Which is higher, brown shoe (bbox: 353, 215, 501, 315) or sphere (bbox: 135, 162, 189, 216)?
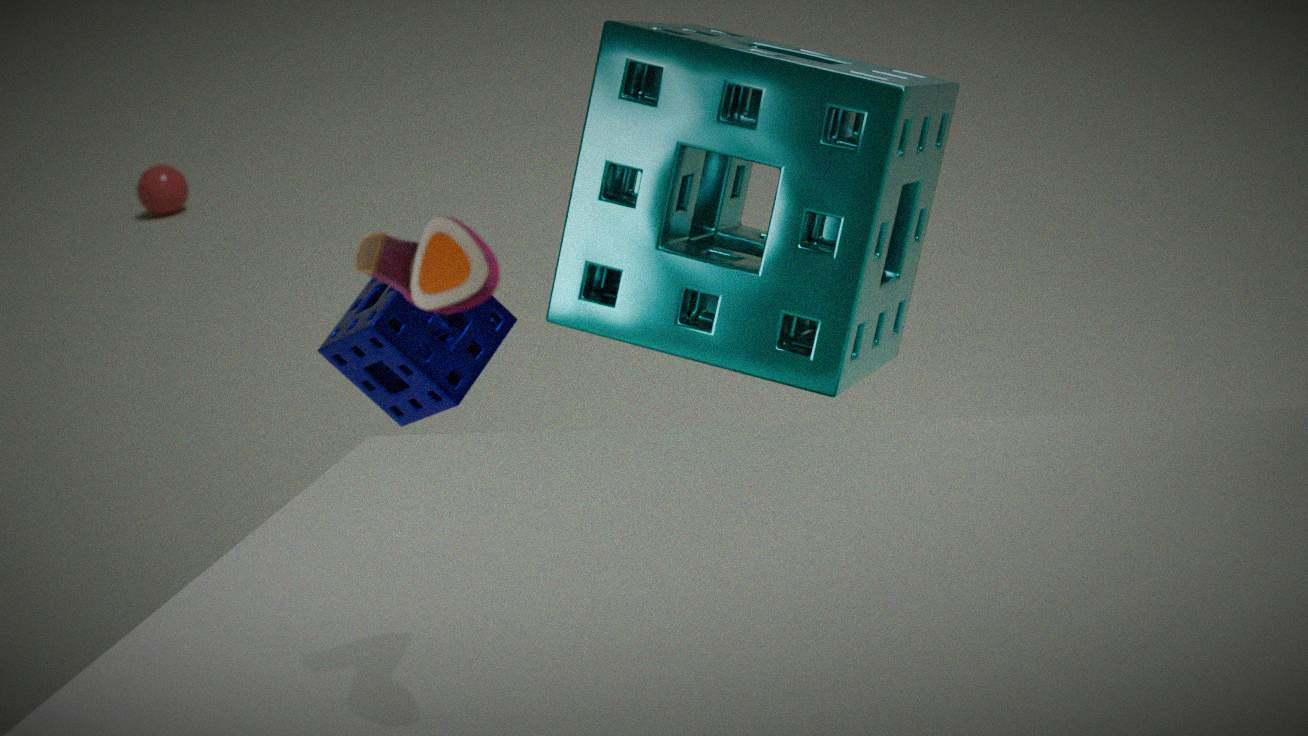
brown shoe (bbox: 353, 215, 501, 315)
